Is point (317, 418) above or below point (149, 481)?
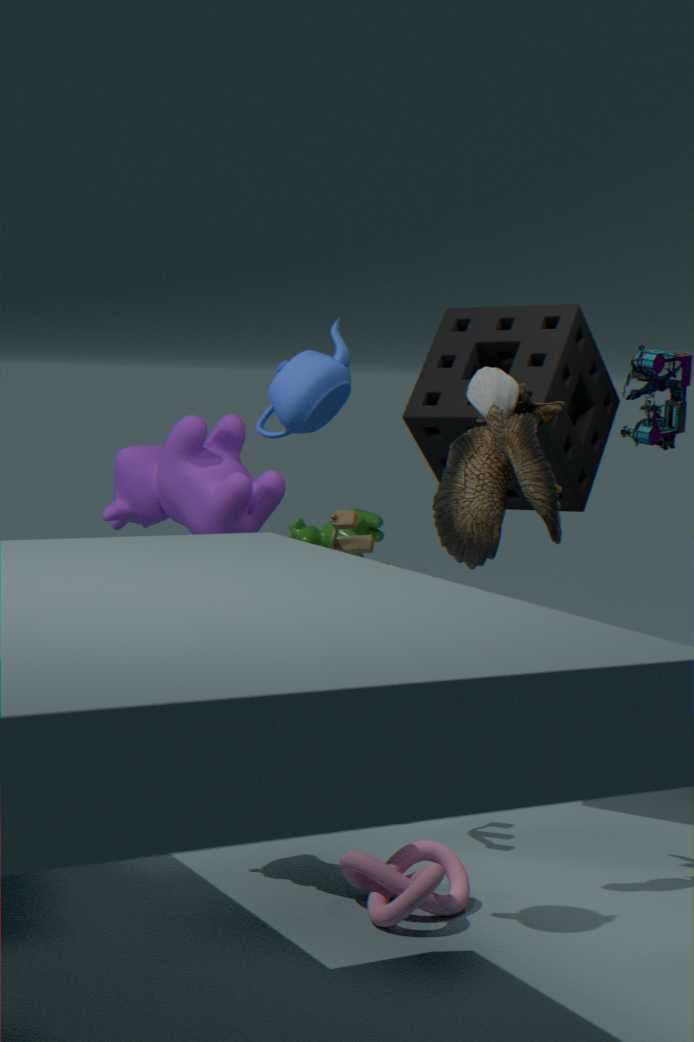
above
